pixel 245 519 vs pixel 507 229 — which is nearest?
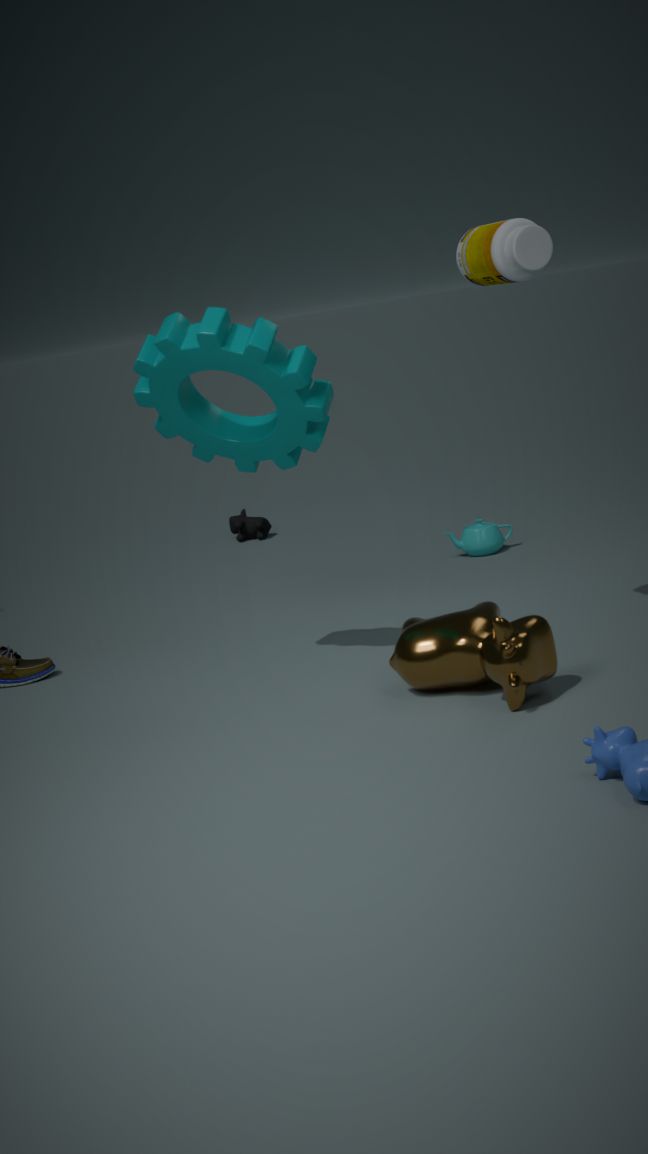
pixel 507 229
